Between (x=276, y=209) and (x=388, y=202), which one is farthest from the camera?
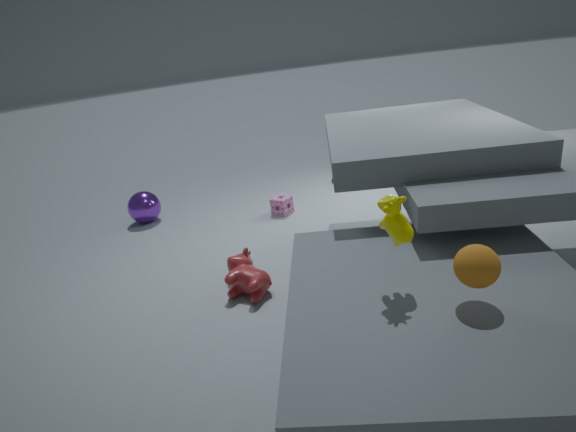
(x=276, y=209)
